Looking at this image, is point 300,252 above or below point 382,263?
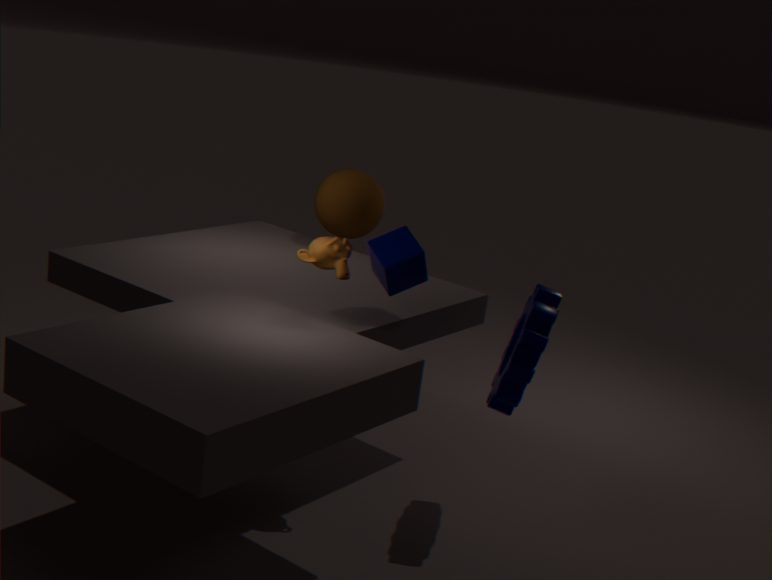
above
